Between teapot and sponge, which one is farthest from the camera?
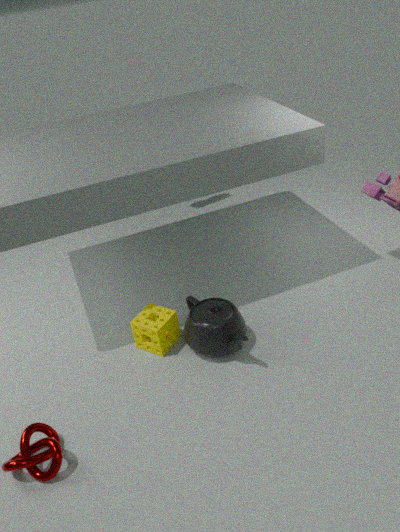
sponge
